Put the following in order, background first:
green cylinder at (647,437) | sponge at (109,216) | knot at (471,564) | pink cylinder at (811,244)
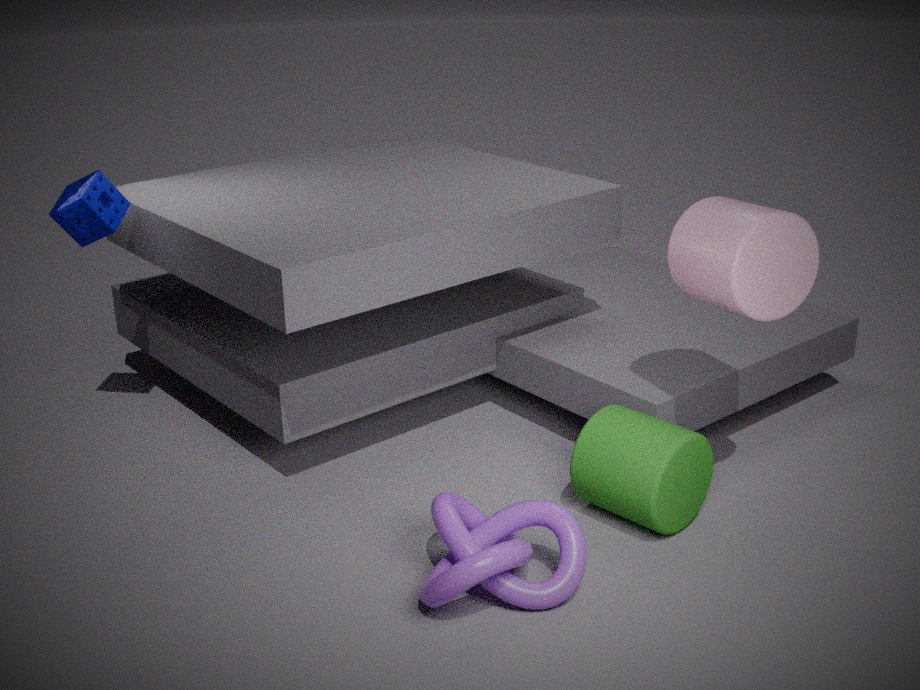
sponge at (109,216) < green cylinder at (647,437) < pink cylinder at (811,244) < knot at (471,564)
